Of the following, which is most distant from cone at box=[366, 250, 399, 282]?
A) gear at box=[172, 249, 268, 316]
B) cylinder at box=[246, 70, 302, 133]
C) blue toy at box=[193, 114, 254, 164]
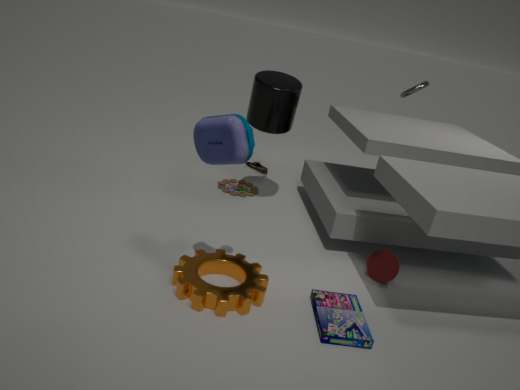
blue toy at box=[193, 114, 254, 164]
